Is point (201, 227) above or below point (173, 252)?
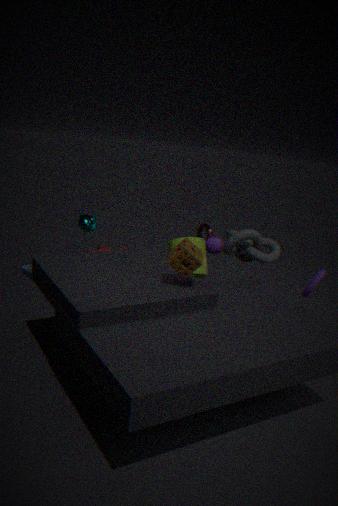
below
